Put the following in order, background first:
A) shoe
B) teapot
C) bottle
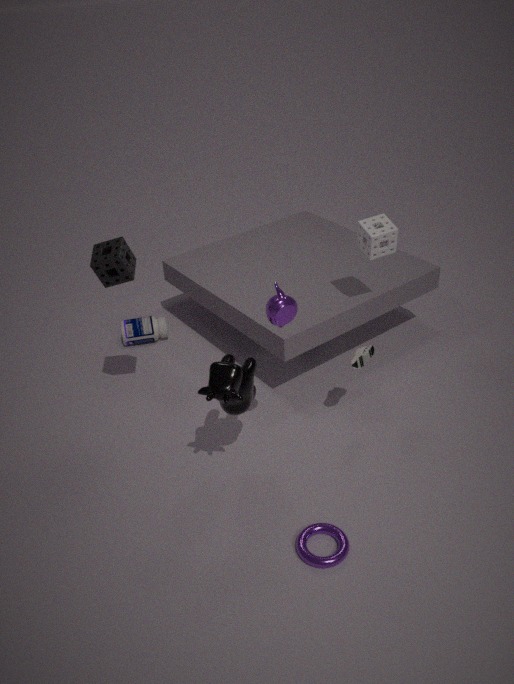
bottle, shoe, teapot
